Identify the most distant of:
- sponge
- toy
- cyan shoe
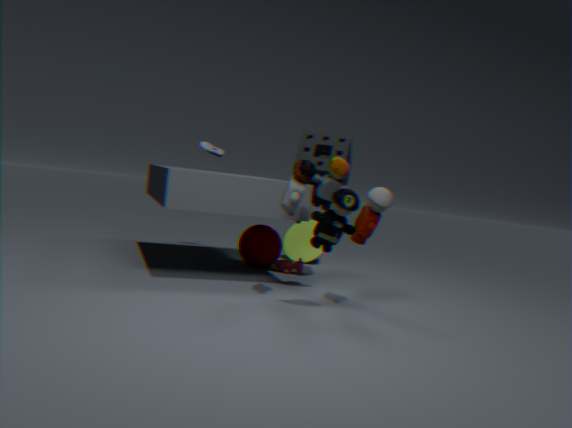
cyan shoe
